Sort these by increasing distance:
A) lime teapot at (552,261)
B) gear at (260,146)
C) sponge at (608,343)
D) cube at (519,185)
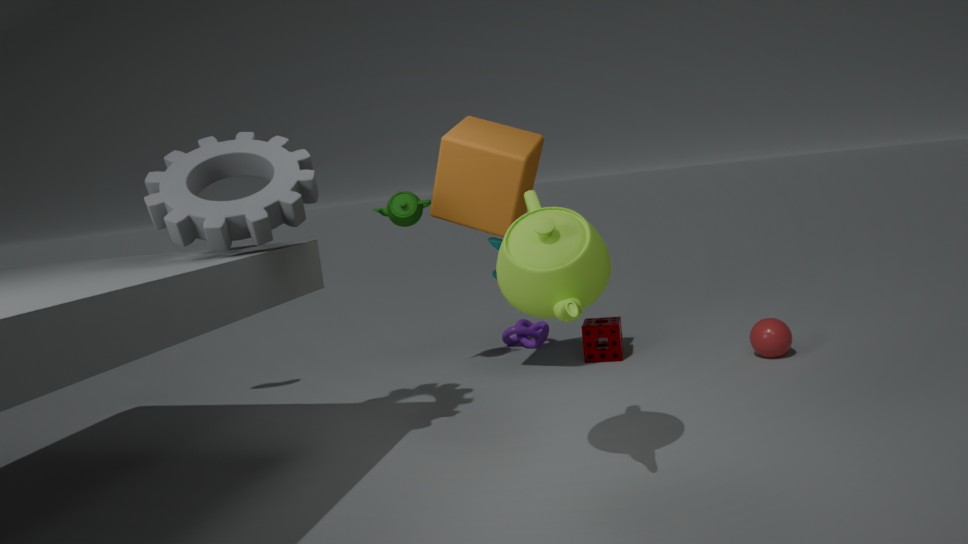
1. A. lime teapot at (552,261)
2. B. gear at (260,146)
3. D. cube at (519,185)
4. C. sponge at (608,343)
